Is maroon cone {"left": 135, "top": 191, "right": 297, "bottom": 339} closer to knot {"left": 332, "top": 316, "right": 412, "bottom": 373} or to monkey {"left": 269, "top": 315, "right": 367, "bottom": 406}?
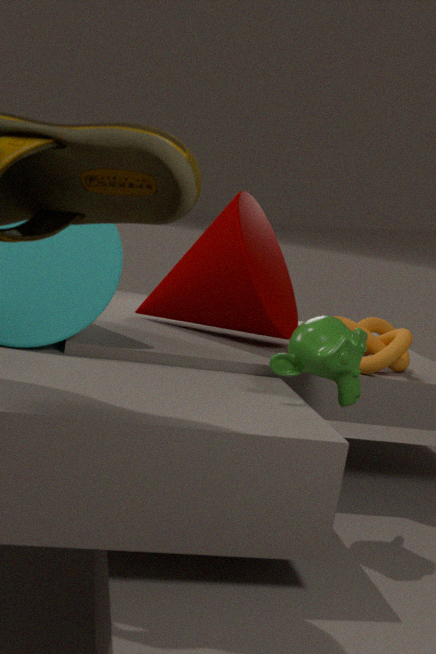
knot {"left": 332, "top": 316, "right": 412, "bottom": 373}
